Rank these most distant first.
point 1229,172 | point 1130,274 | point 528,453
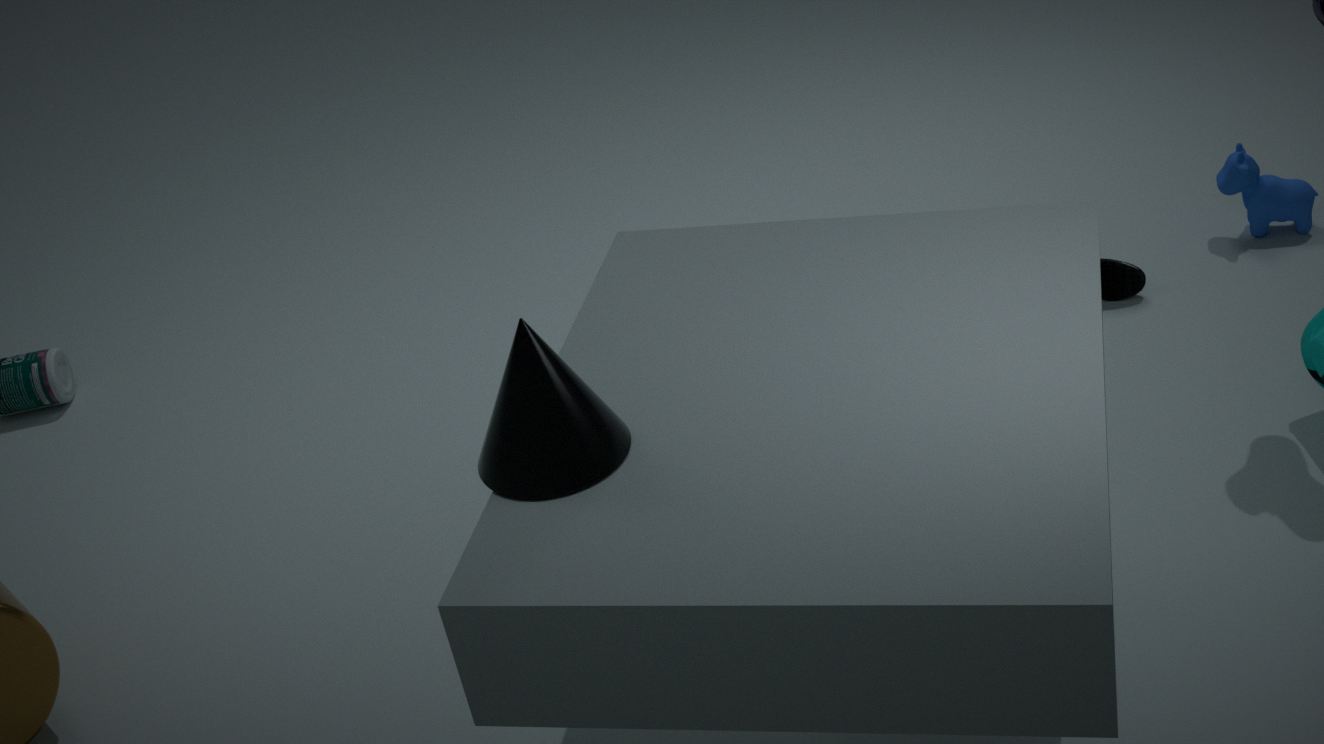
1. point 1229,172
2. point 1130,274
3. point 528,453
